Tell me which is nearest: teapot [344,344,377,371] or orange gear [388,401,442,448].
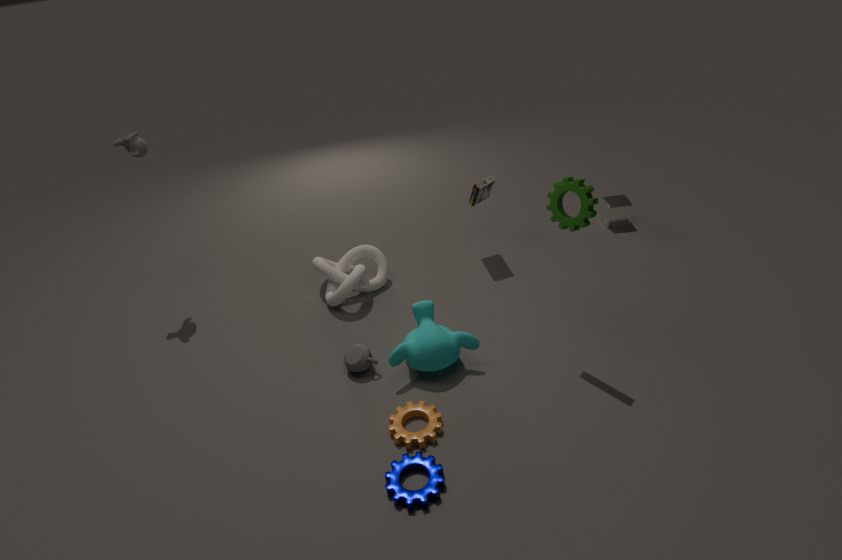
orange gear [388,401,442,448]
